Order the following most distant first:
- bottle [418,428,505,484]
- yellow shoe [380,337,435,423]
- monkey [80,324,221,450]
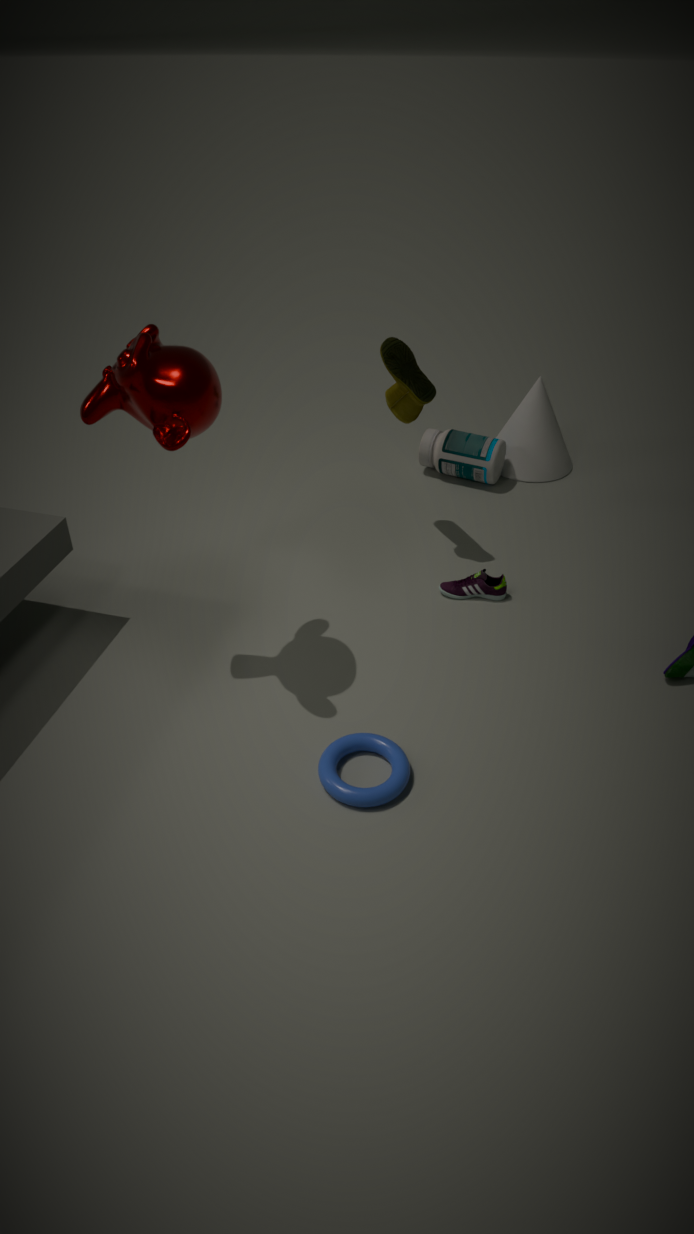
bottle [418,428,505,484] < yellow shoe [380,337,435,423] < monkey [80,324,221,450]
